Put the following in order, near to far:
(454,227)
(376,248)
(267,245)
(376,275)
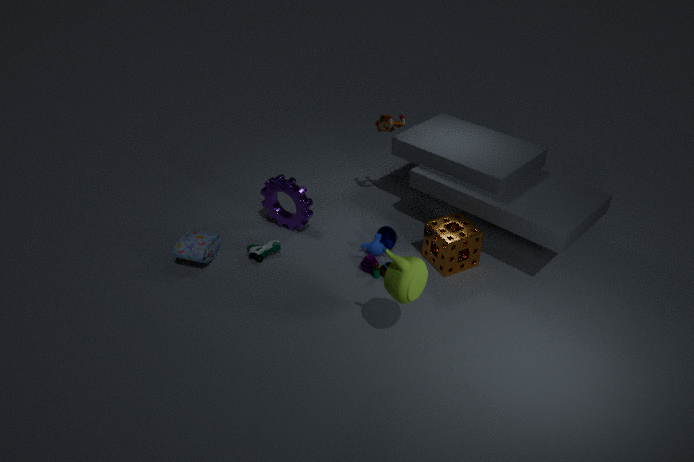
(376,275) < (454,227) < (376,248) < (267,245)
